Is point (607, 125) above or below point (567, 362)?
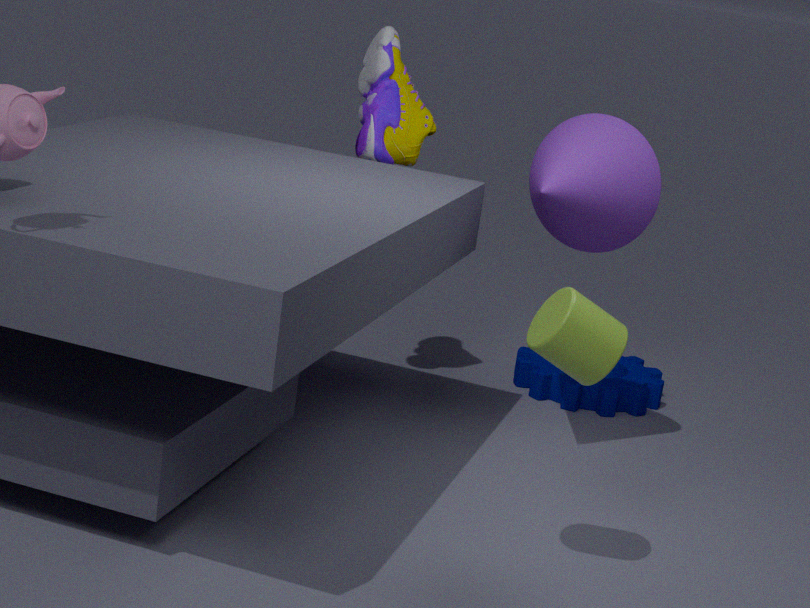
above
